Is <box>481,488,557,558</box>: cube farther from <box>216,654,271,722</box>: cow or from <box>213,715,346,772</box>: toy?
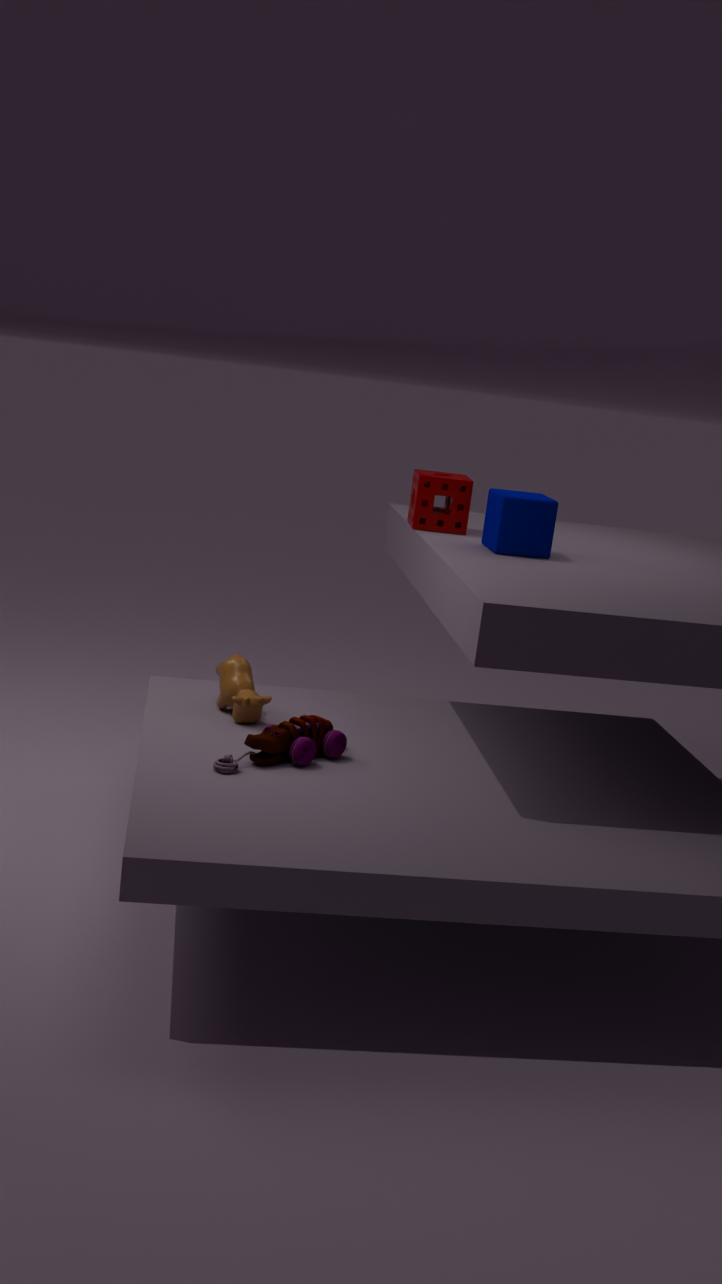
<box>216,654,271,722</box>: cow
